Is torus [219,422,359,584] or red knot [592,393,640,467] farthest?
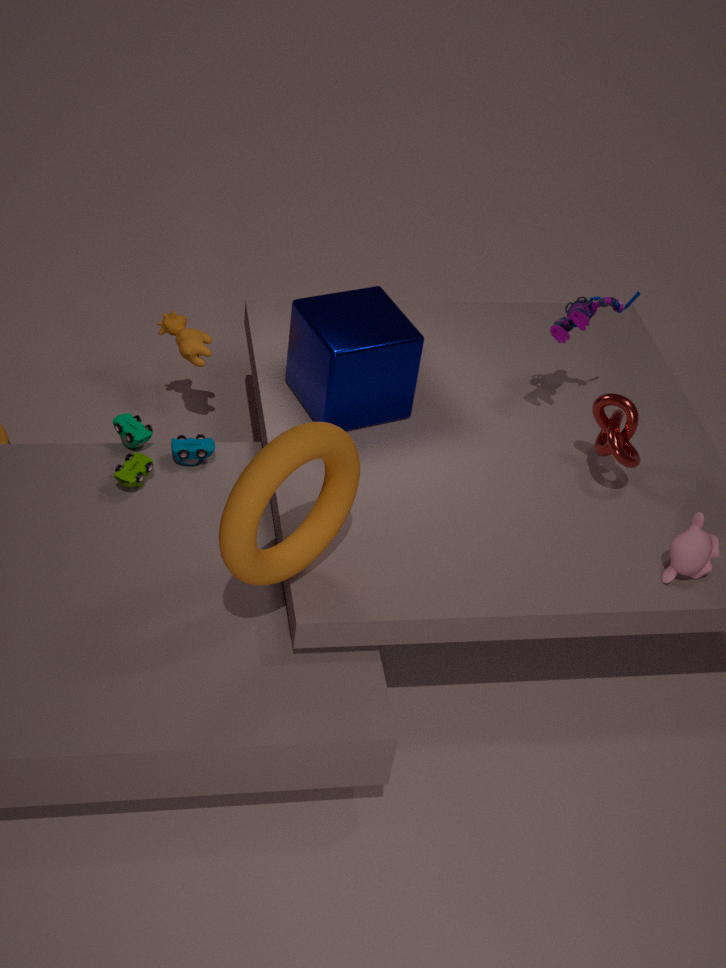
red knot [592,393,640,467]
